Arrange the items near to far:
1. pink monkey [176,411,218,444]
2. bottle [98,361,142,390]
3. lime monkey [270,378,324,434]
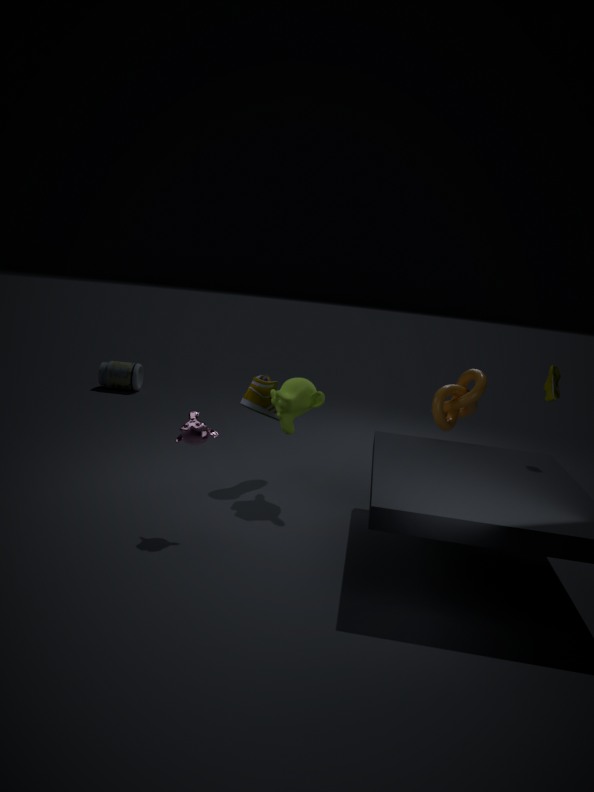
pink monkey [176,411,218,444], lime monkey [270,378,324,434], bottle [98,361,142,390]
